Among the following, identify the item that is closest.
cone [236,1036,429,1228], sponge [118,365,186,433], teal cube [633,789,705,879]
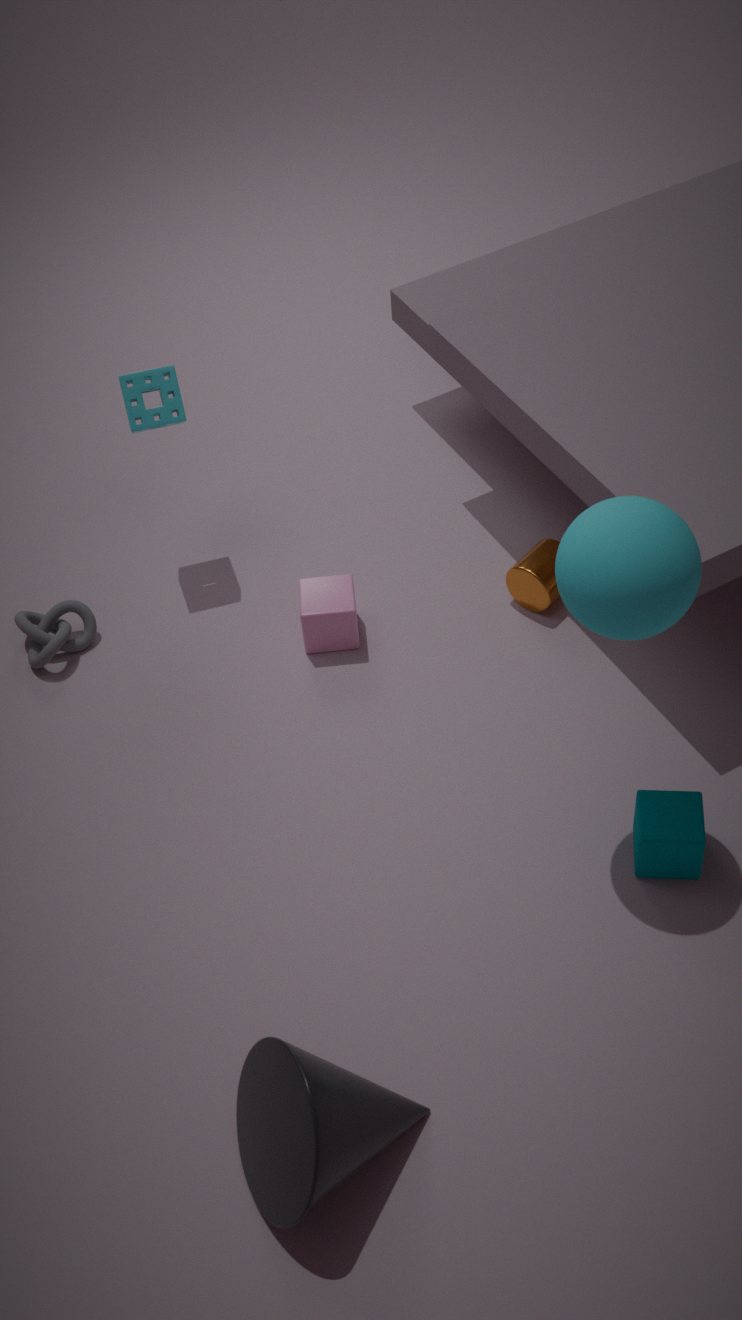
cone [236,1036,429,1228]
